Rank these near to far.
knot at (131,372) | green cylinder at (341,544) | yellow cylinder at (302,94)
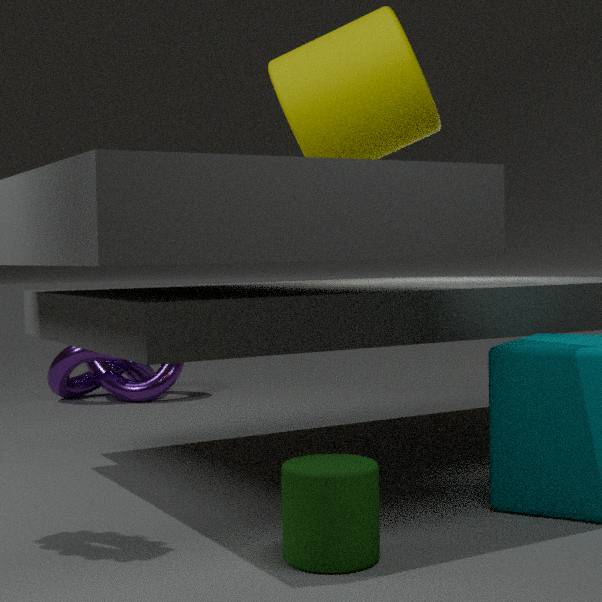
green cylinder at (341,544) → yellow cylinder at (302,94) → knot at (131,372)
